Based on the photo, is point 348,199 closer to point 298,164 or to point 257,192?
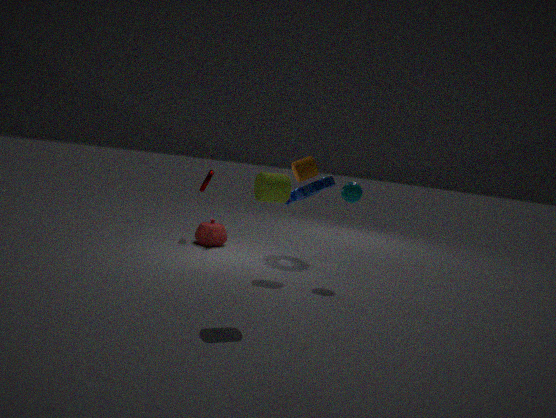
point 298,164
